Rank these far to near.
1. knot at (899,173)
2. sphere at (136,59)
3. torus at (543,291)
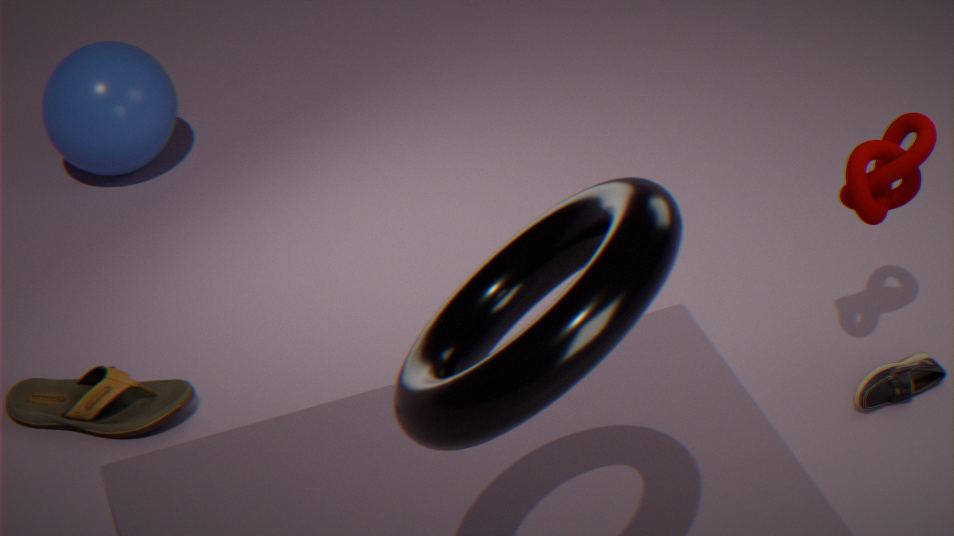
1. sphere at (136,59)
2. knot at (899,173)
3. torus at (543,291)
